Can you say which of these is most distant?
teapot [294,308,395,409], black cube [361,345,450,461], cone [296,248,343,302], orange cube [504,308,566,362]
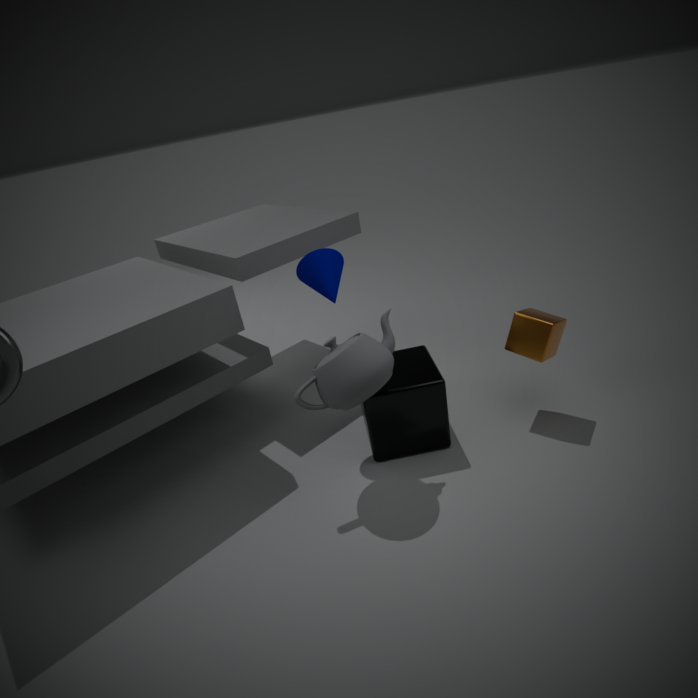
orange cube [504,308,566,362]
